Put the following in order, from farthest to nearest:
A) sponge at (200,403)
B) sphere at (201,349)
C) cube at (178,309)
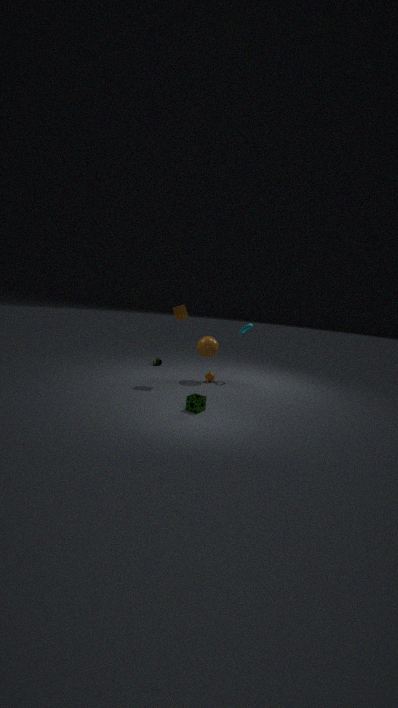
sphere at (201,349)
cube at (178,309)
sponge at (200,403)
